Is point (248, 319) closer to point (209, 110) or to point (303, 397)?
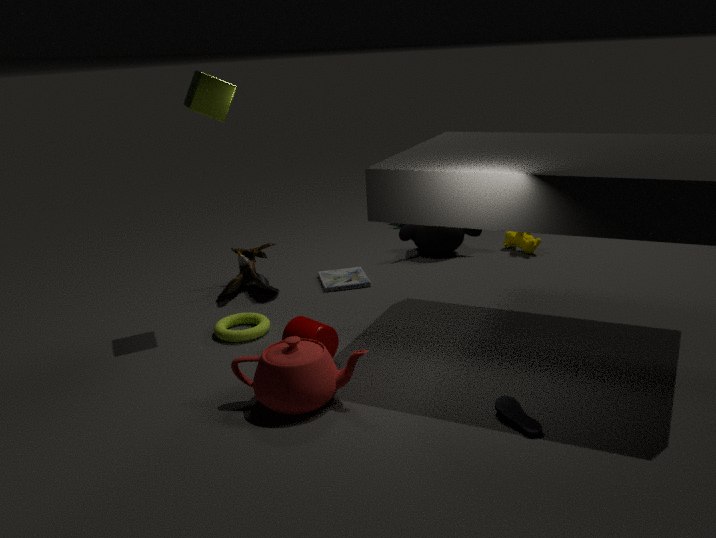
point (303, 397)
